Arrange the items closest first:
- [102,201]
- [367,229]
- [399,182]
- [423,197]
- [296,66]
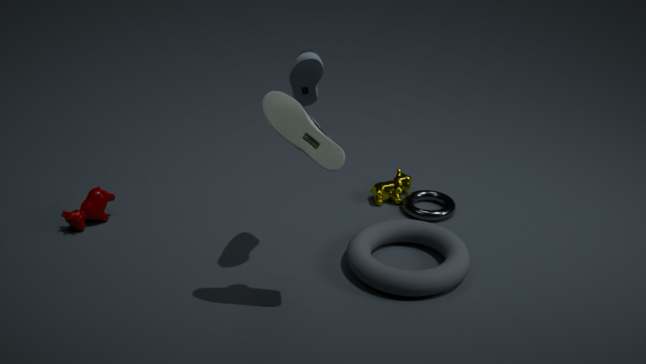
[296,66] → [367,229] → [102,201] → [423,197] → [399,182]
